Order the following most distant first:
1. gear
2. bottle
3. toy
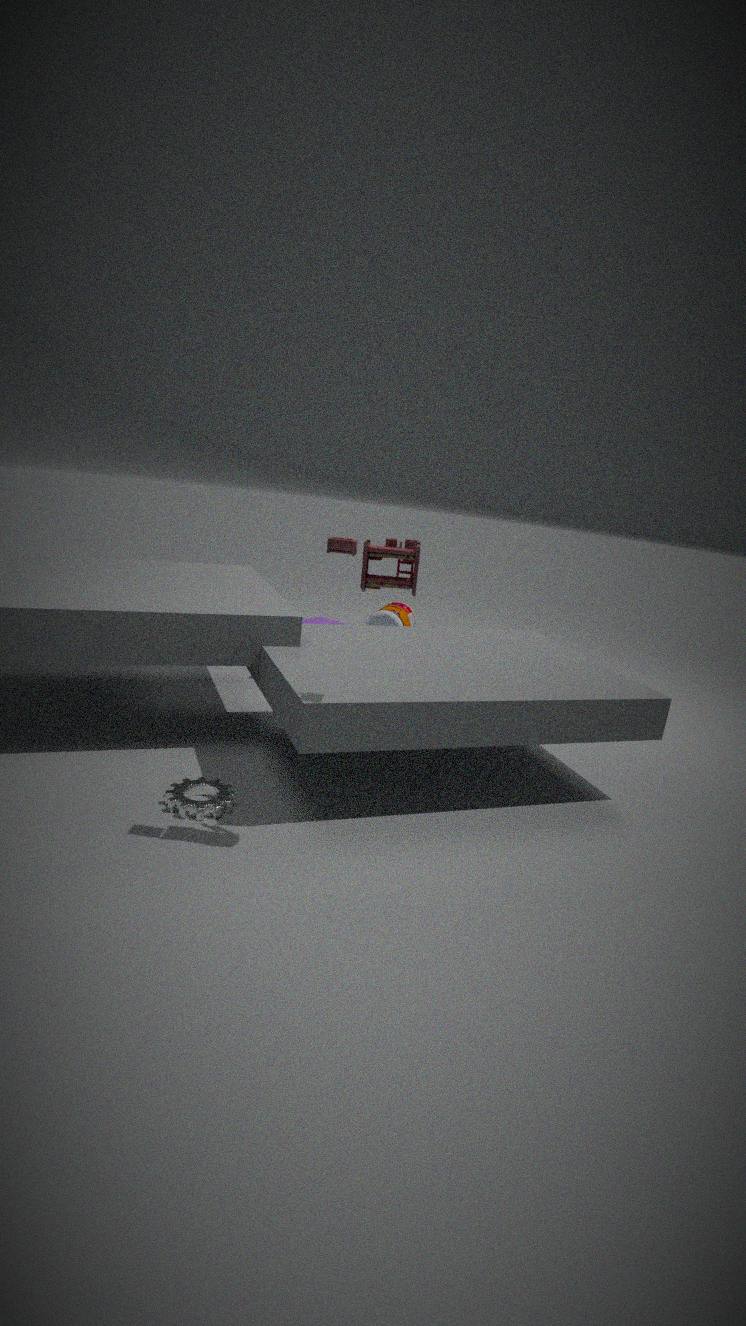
bottle, gear, toy
